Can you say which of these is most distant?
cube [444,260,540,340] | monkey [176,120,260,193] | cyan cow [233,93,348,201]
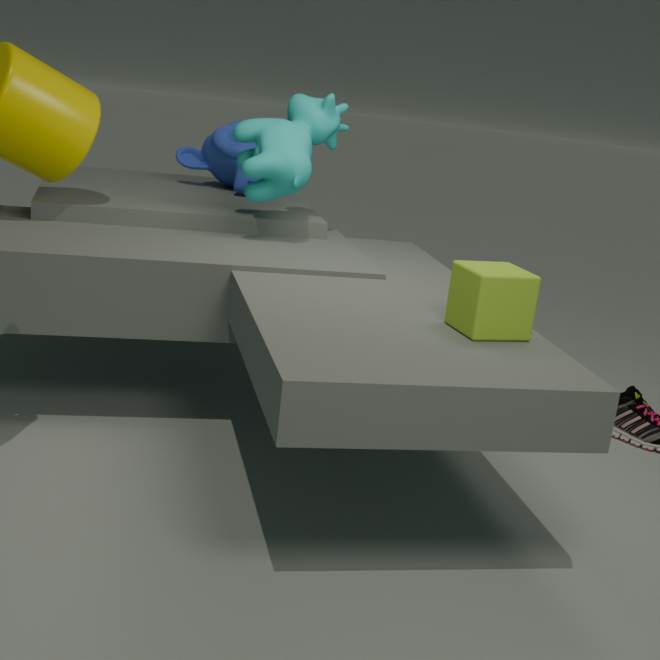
monkey [176,120,260,193]
